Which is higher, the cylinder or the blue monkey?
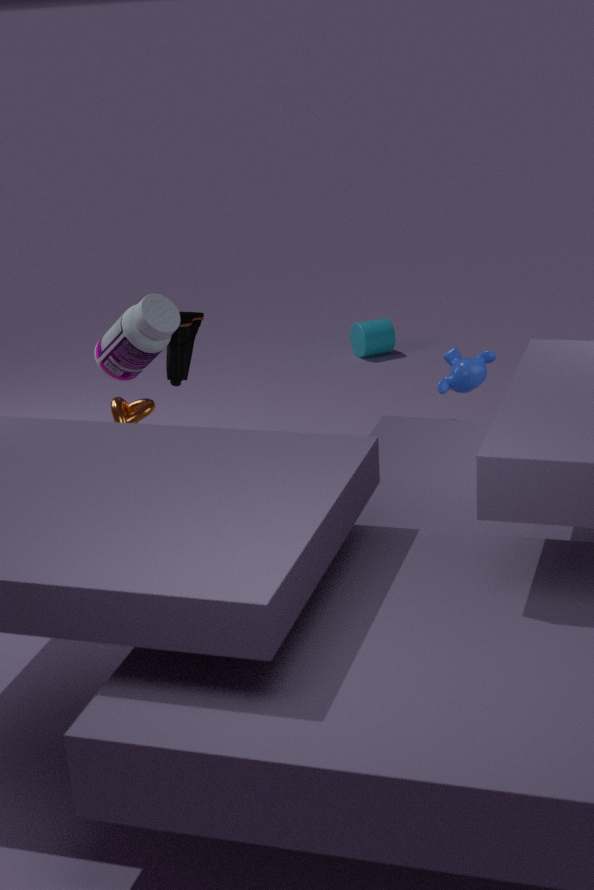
the blue monkey
